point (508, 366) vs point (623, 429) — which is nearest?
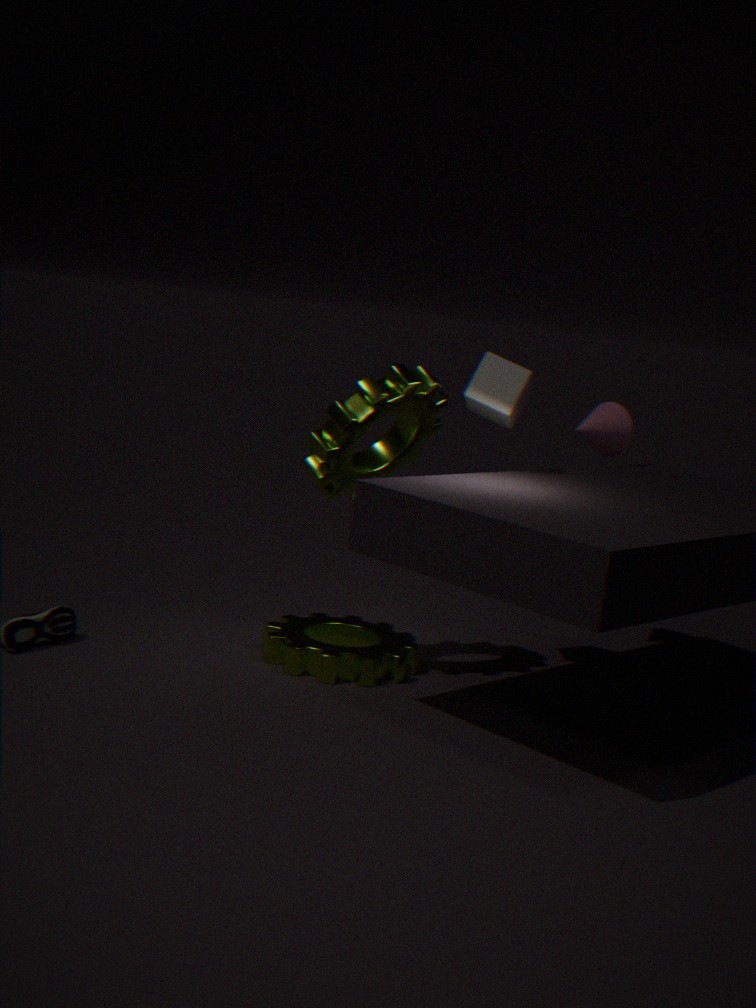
point (508, 366)
